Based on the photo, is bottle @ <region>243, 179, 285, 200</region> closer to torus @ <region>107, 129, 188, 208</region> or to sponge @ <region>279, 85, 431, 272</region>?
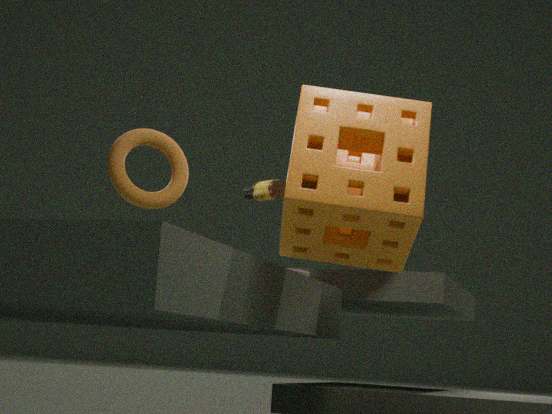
torus @ <region>107, 129, 188, 208</region>
